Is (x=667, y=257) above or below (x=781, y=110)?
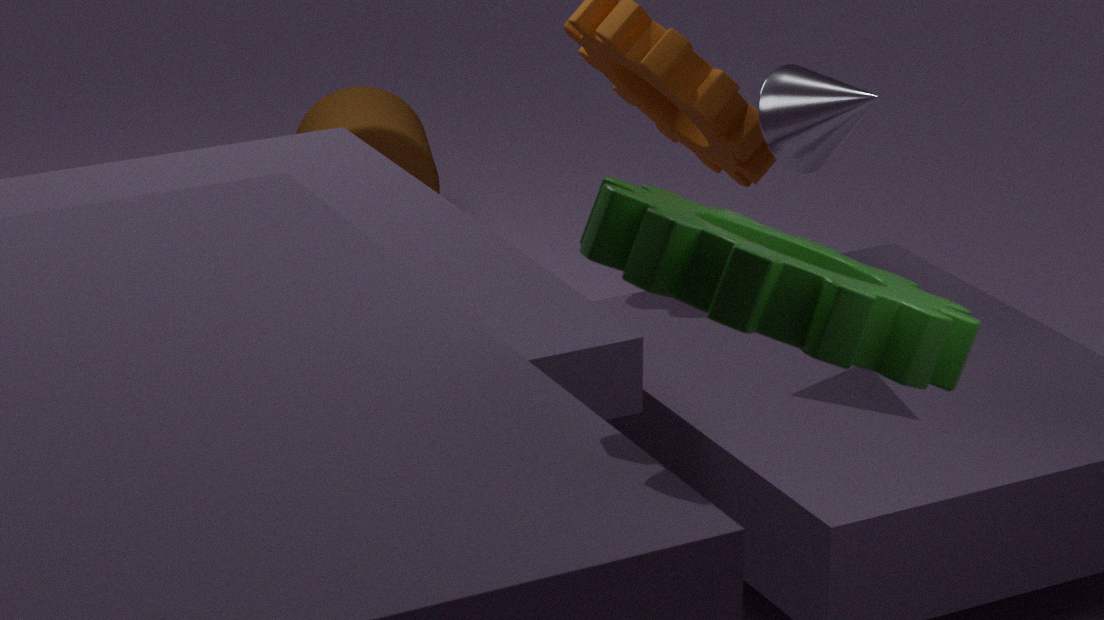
above
